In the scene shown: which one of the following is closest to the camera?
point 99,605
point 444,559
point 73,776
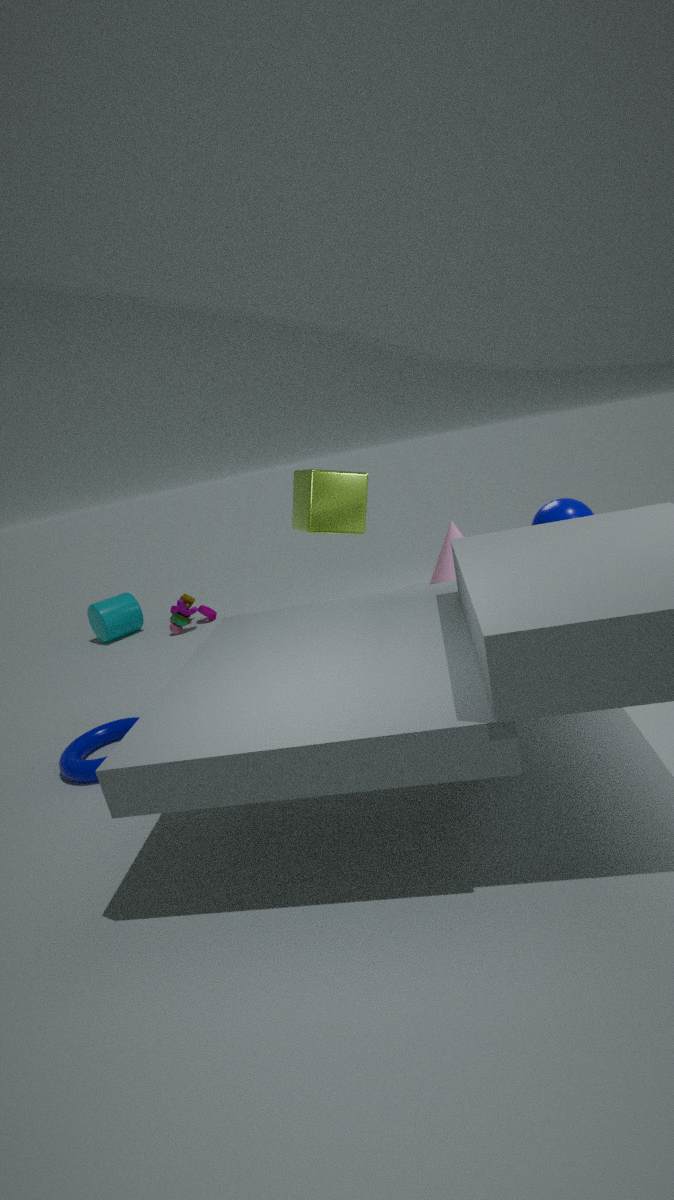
point 73,776
